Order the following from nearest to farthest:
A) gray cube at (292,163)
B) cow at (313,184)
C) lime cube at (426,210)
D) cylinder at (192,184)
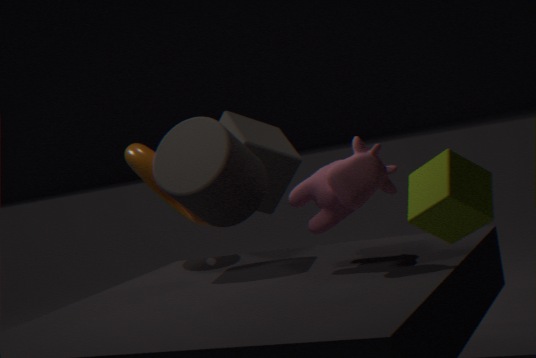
lime cube at (426,210) → cow at (313,184) → cylinder at (192,184) → gray cube at (292,163)
